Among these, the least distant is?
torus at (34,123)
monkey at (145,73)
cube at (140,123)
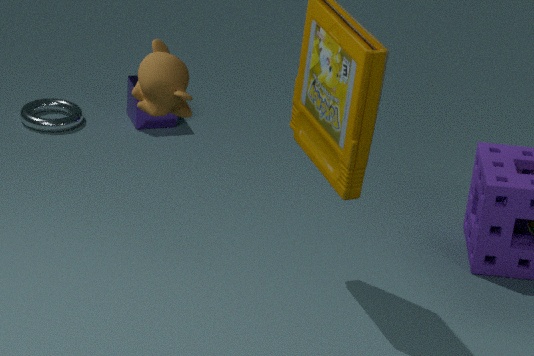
monkey at (145,73)
